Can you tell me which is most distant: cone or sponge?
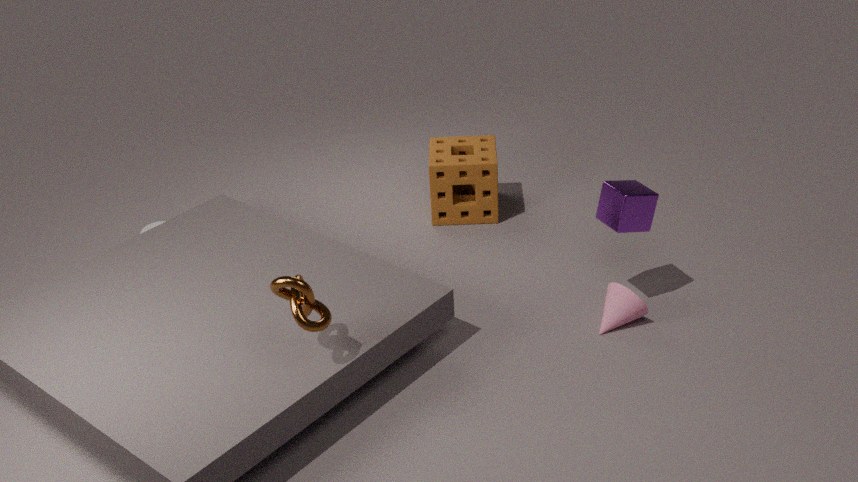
sponge
